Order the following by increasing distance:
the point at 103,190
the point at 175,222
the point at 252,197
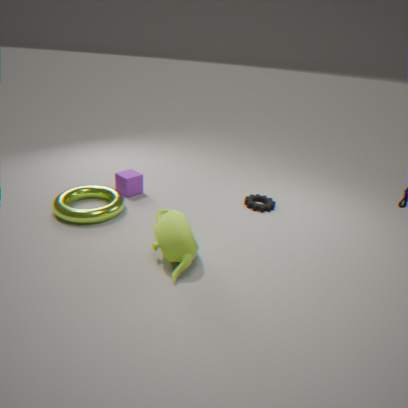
the point at 175,222
the point at 103,190
the point at 252,197
